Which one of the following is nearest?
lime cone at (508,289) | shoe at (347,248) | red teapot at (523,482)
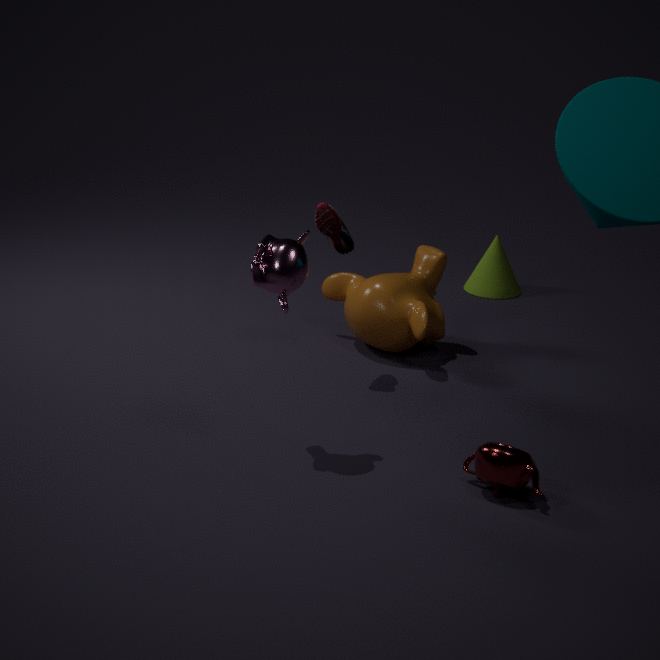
red teapot at (523,482)
